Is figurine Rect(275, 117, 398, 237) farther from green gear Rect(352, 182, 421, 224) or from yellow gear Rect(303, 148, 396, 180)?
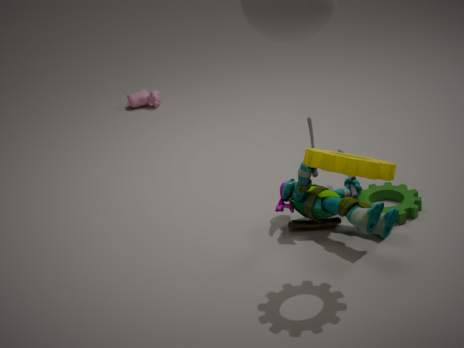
yellow gear Rect(303, 148, 396, 180)
